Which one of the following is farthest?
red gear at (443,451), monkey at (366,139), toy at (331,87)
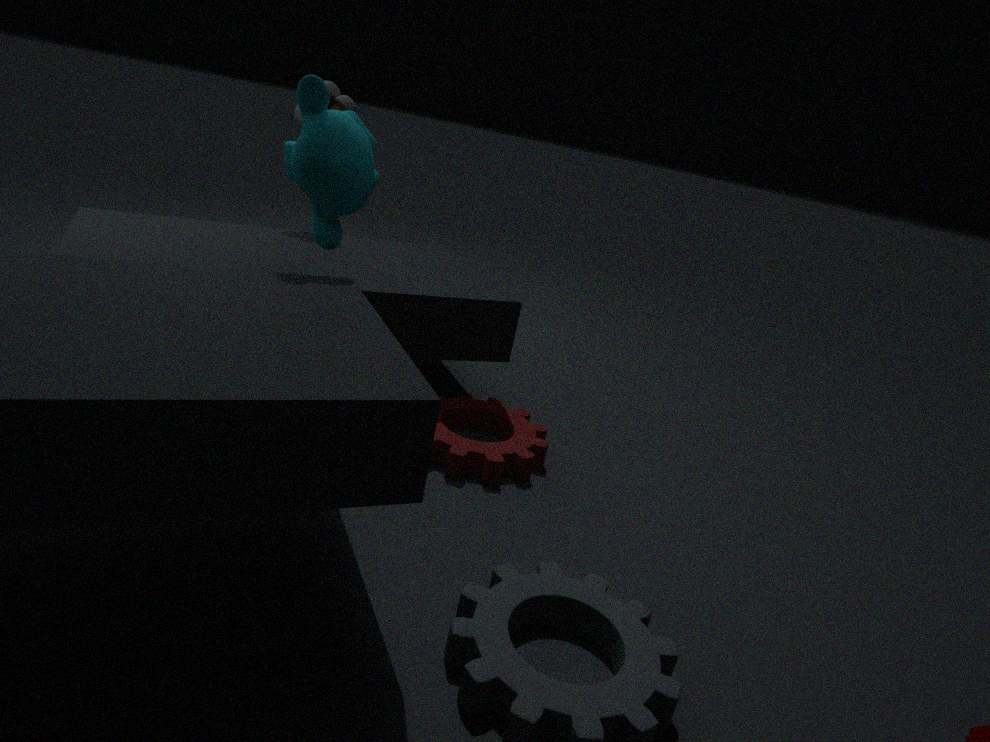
toy at (331,87)
